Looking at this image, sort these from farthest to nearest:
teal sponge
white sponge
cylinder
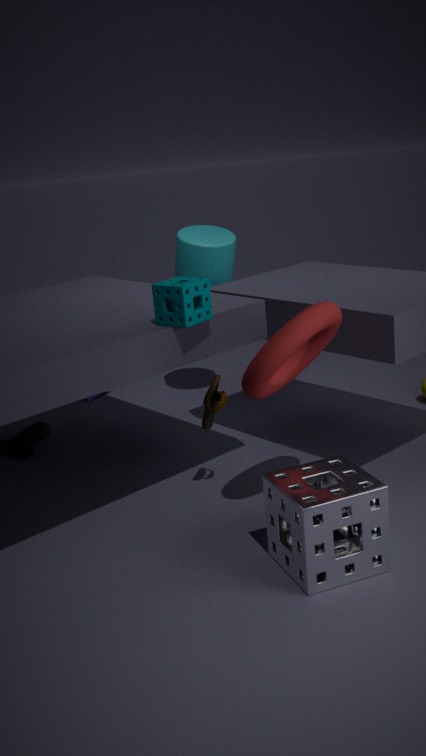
cylinder, teal sponge, white sponge
